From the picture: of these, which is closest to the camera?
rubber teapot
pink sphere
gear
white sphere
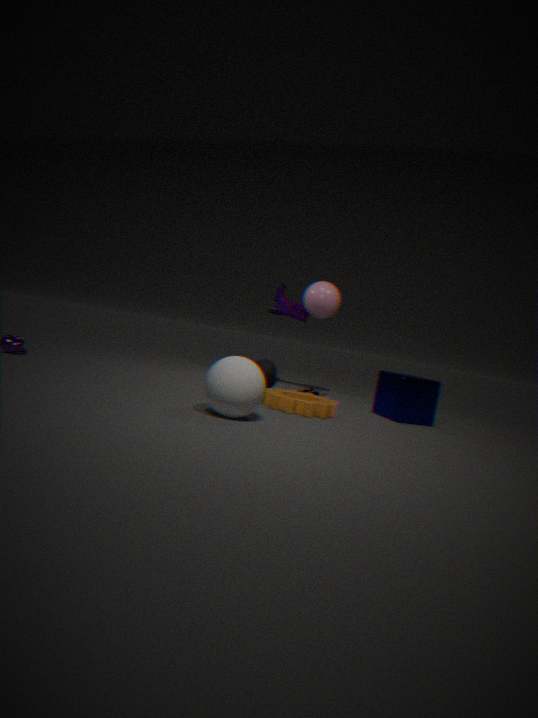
white sphere
